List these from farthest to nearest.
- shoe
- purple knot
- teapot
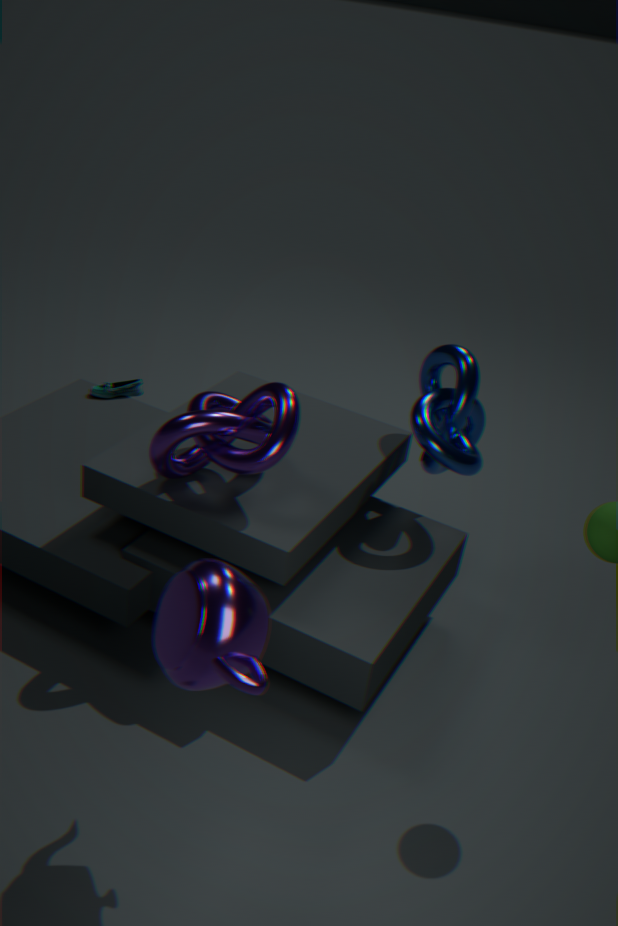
shoe, purple knot, teapot
